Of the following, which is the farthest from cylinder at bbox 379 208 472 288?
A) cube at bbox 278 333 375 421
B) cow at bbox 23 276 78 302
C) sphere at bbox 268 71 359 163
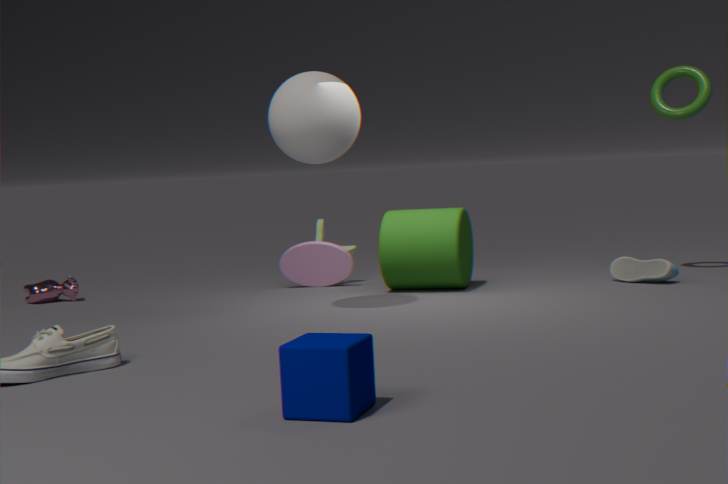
cube at bbox 278 333 375 421
